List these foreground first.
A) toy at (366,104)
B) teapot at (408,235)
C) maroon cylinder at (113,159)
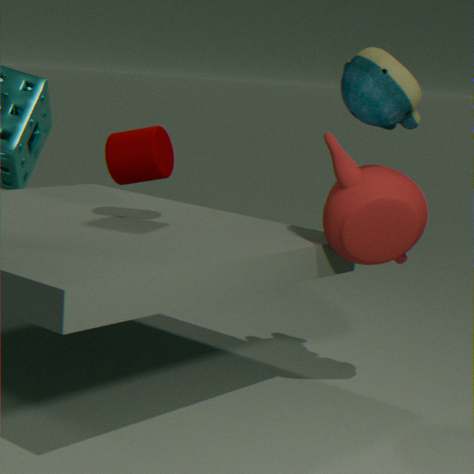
toy at (366,104) < teapot at (408,235) < maroon cylinder at (113,159)
